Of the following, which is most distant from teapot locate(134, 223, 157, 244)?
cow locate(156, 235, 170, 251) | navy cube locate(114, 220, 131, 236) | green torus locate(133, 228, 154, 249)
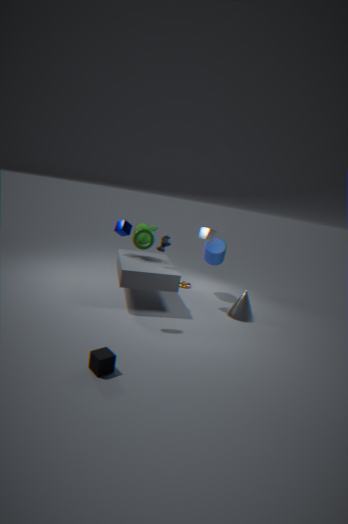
green torus locate(133, 228, 154, 249)
